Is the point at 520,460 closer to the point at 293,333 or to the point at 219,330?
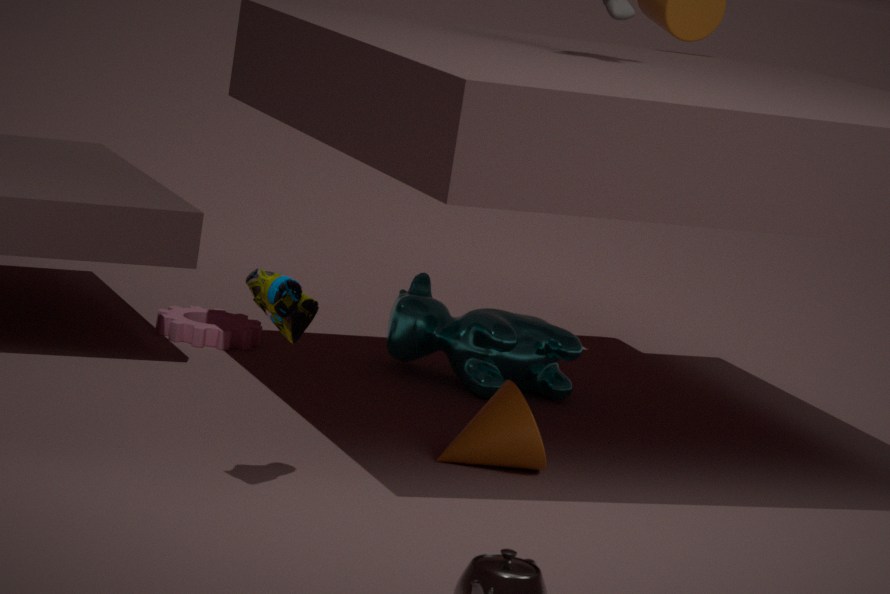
the point at 293,333
